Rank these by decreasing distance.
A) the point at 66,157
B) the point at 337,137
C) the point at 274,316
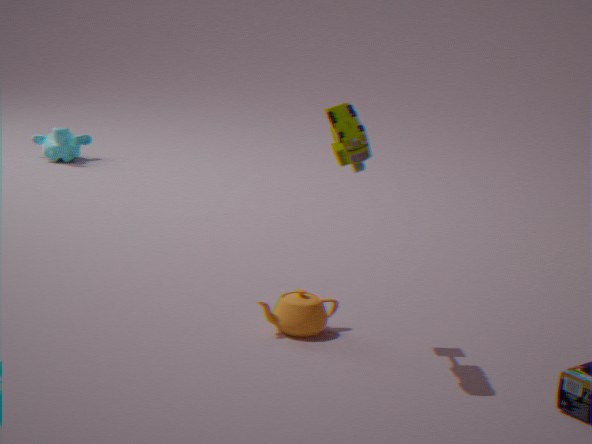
the point at 66,157, the point at 274,316, the point at 337,137
